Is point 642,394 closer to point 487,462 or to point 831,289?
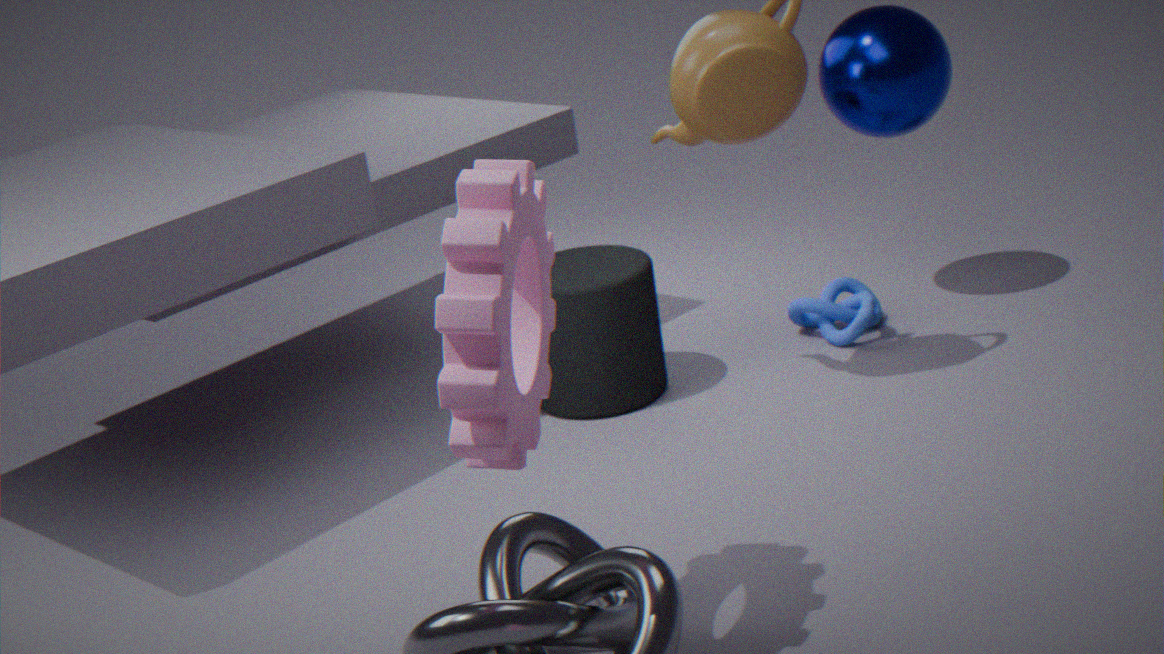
point 831,289
